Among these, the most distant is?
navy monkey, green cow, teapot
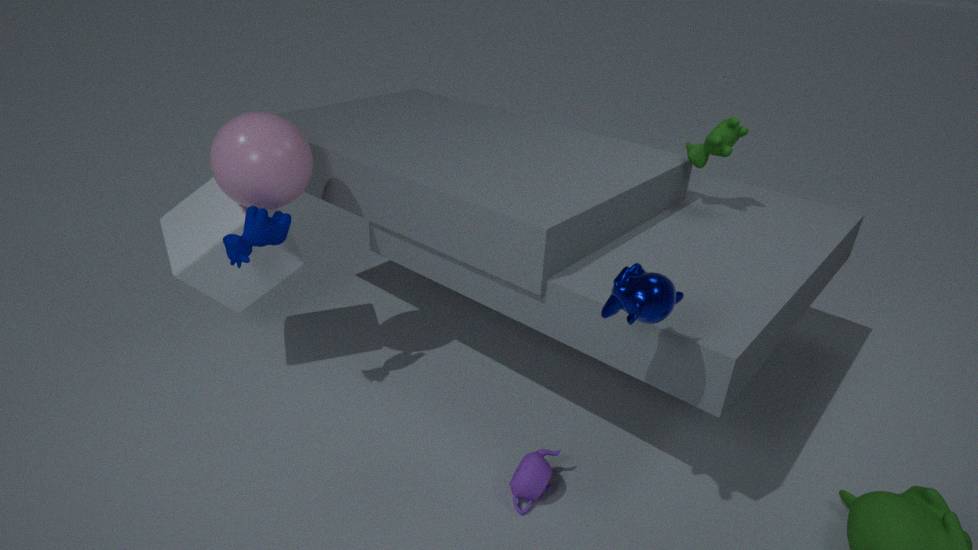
green cow
